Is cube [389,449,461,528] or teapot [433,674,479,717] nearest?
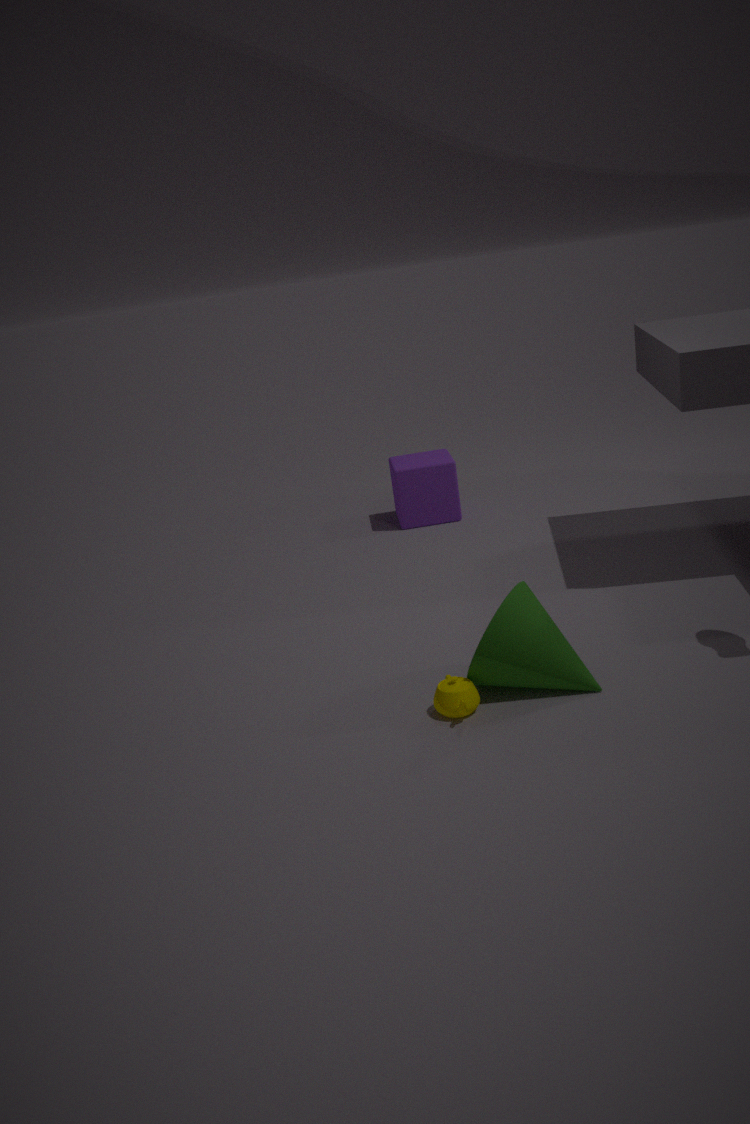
teapot [433,674,479,717]
